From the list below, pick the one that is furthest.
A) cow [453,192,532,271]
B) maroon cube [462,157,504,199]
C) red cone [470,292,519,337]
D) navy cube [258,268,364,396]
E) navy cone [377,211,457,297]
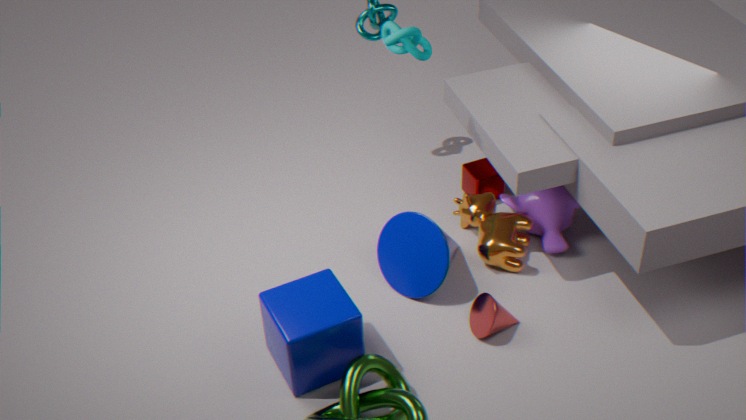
maroon cube [462,157,504,199]
